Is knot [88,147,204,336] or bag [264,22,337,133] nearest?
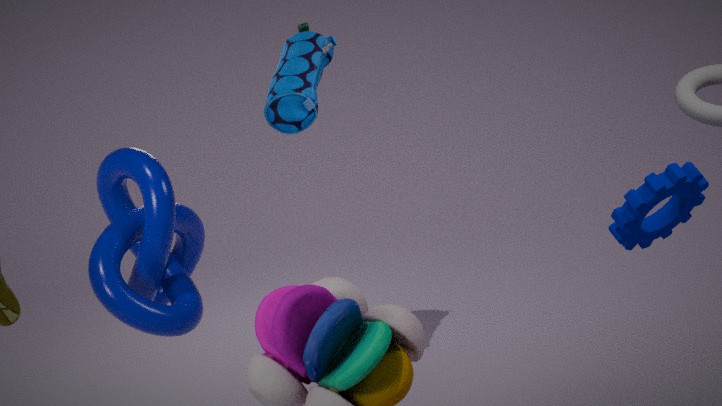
knot [88,147,204,336]
